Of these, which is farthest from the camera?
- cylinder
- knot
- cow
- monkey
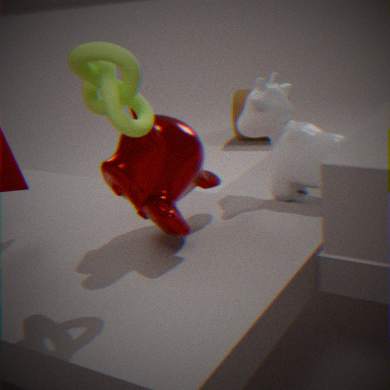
cylinder
